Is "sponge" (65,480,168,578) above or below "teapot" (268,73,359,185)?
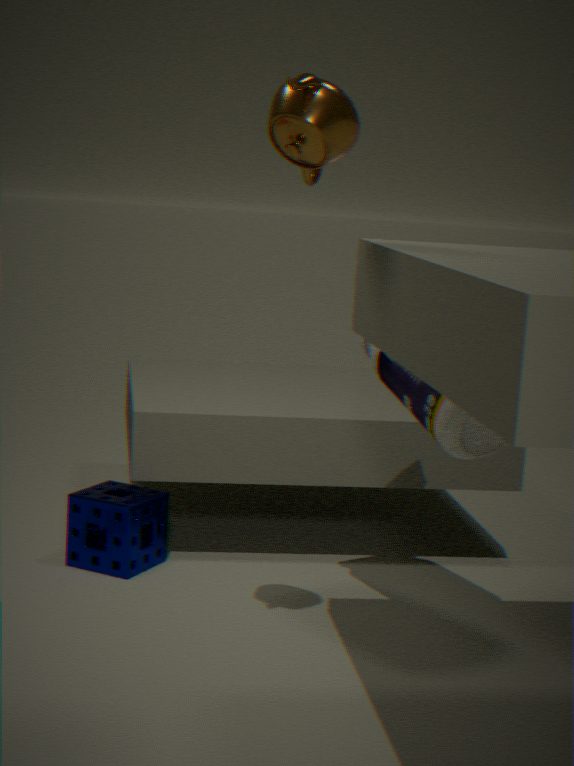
below
